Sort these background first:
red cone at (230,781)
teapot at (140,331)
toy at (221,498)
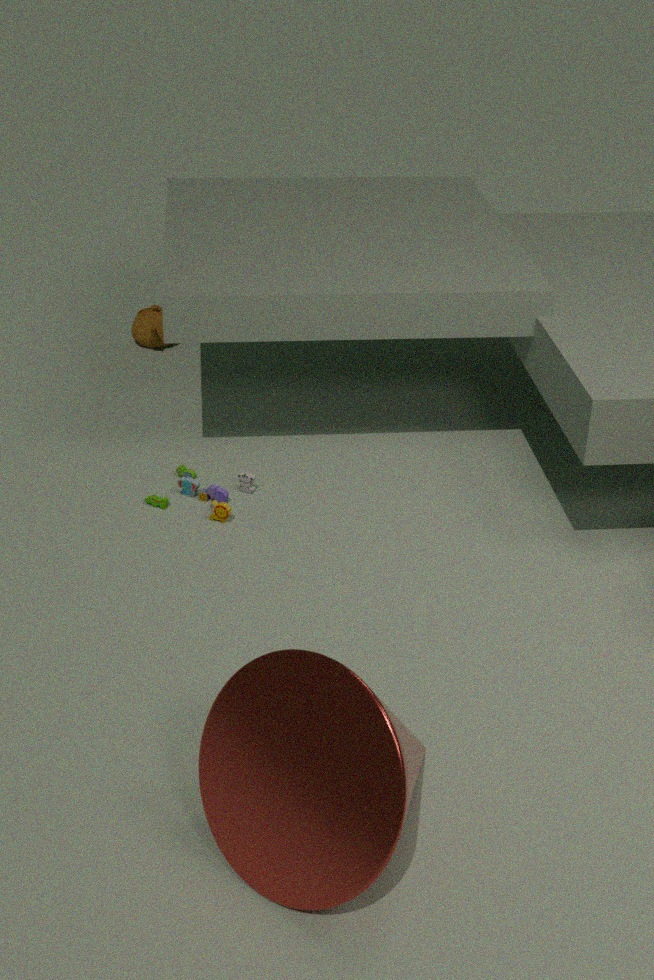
teapot at (140,331) < toy at (221,498) < red cone at (230,781)
